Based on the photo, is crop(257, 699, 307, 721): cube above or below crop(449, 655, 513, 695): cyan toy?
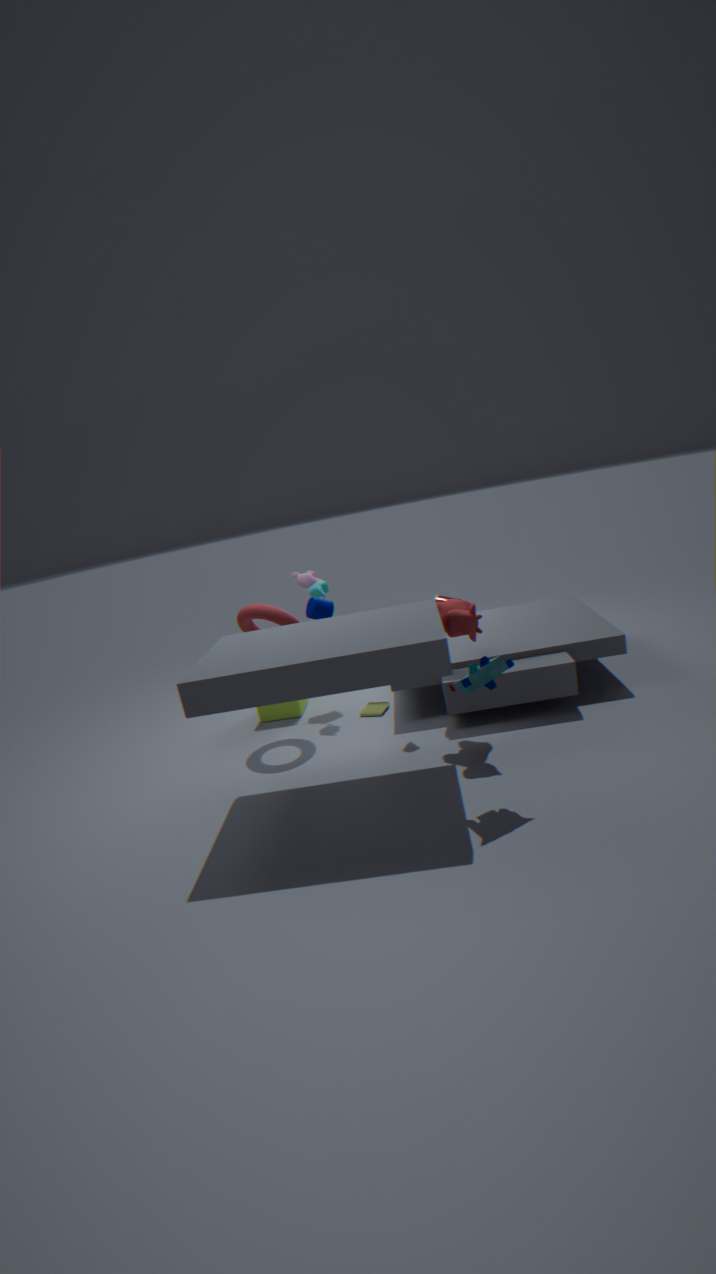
below
